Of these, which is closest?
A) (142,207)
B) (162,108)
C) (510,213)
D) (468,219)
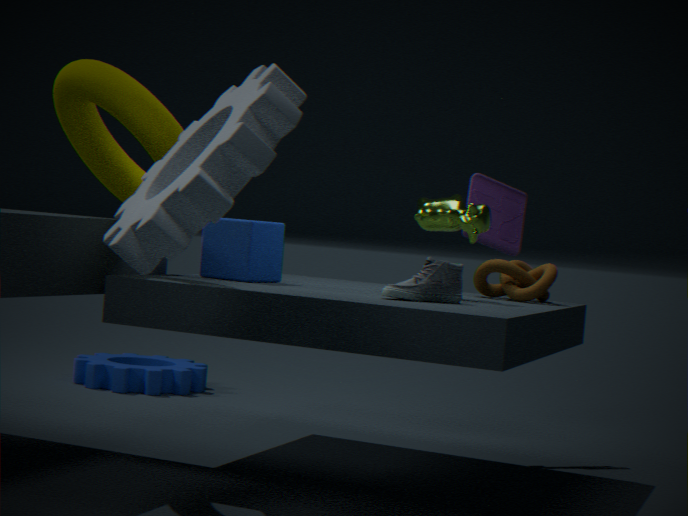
(142,207)
